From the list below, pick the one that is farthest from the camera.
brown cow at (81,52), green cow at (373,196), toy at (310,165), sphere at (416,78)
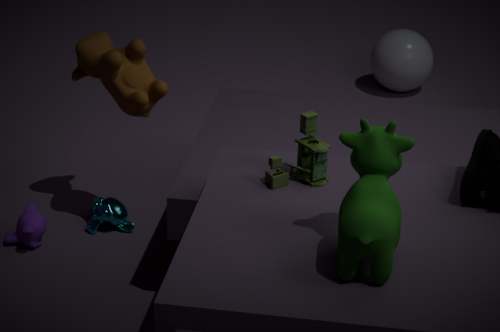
sphere at (416,78)
